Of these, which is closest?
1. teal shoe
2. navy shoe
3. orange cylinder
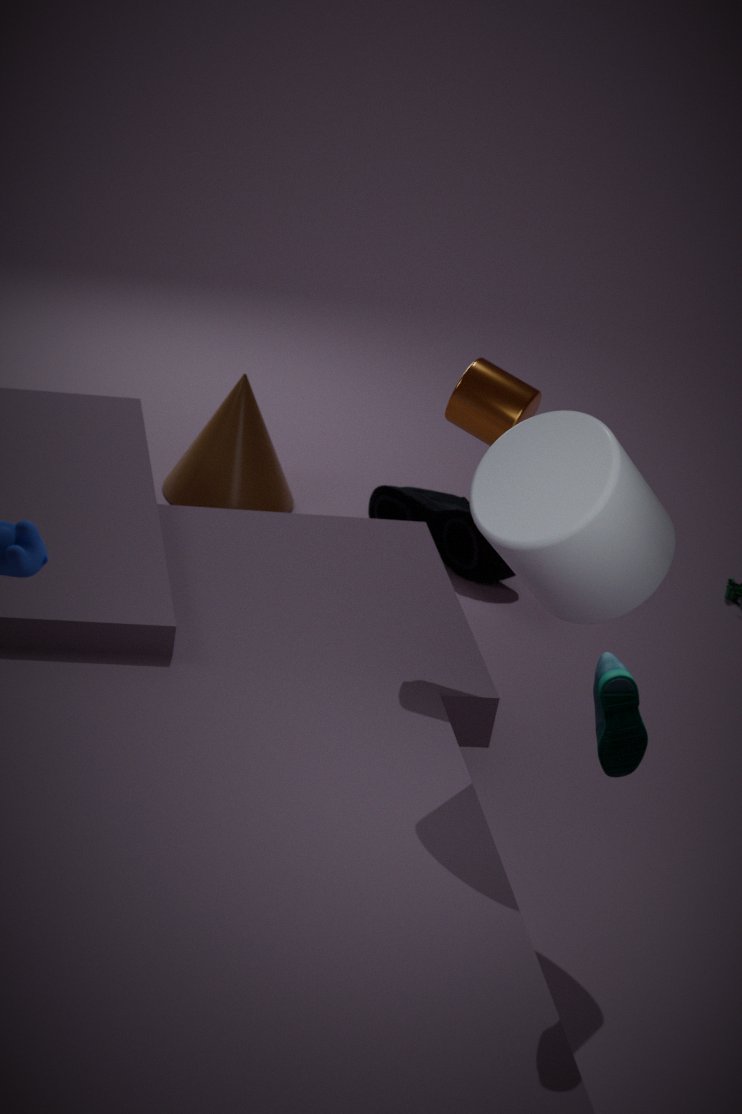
teal shoe
